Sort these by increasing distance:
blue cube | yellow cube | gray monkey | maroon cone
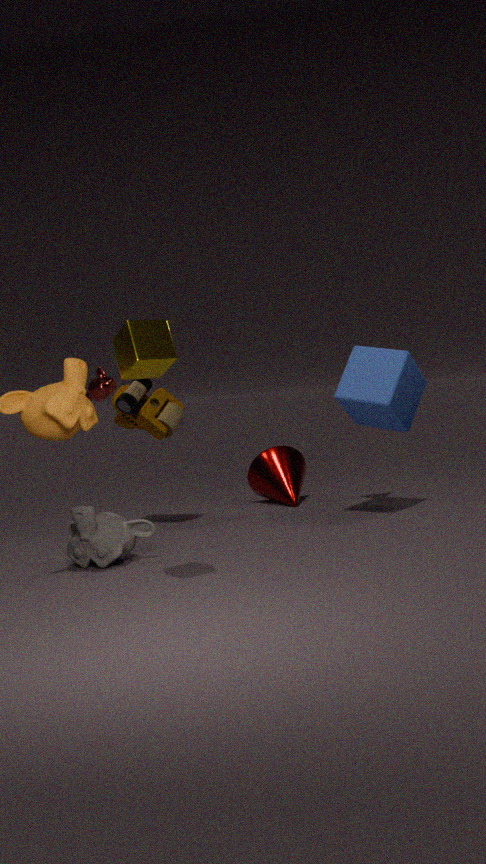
1. yellow cube
2. gray monkey
3. blue cube
4. maroon cone
